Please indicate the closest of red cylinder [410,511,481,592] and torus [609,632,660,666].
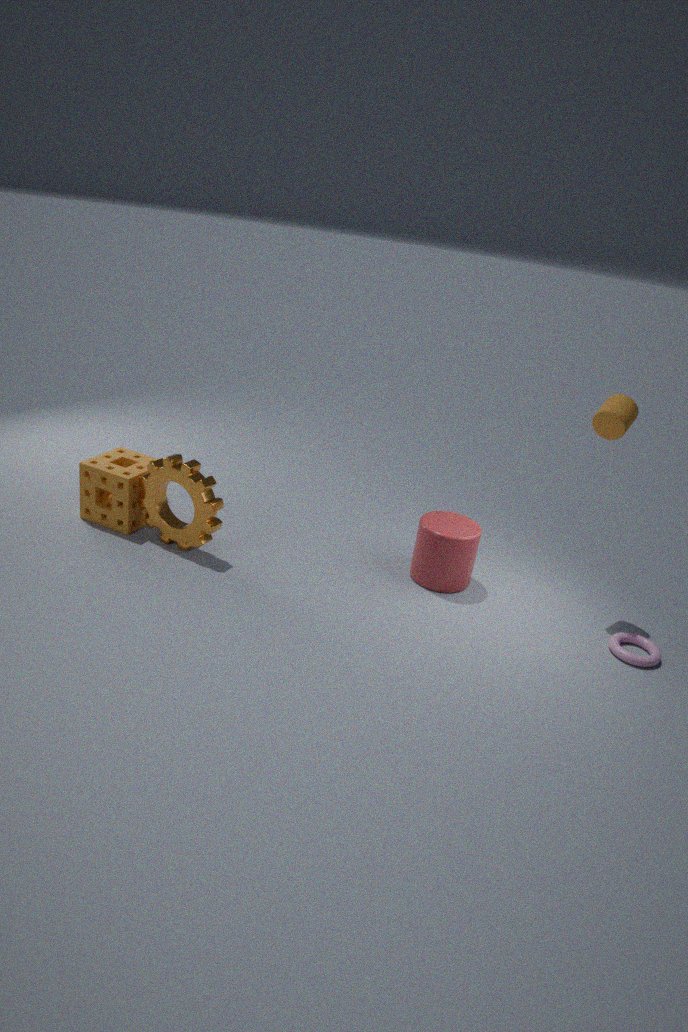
torus [609,632,660,666]
